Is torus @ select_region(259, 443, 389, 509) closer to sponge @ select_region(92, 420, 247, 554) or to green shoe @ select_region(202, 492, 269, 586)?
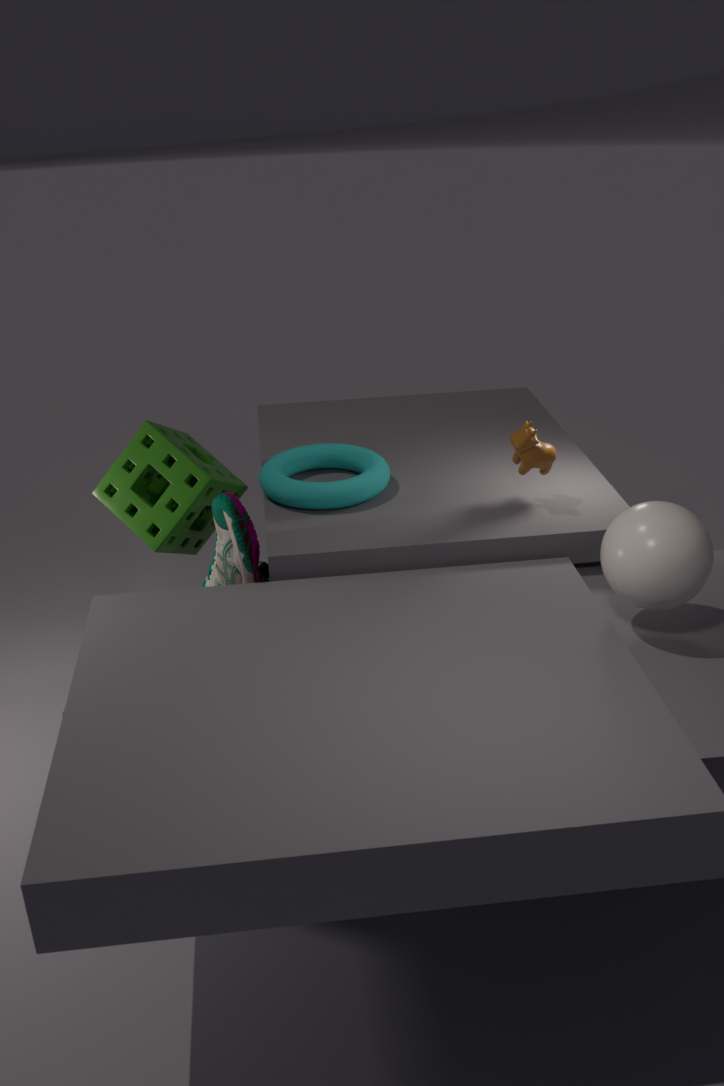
sponge @ select_region(92, 420, 247, 554)
